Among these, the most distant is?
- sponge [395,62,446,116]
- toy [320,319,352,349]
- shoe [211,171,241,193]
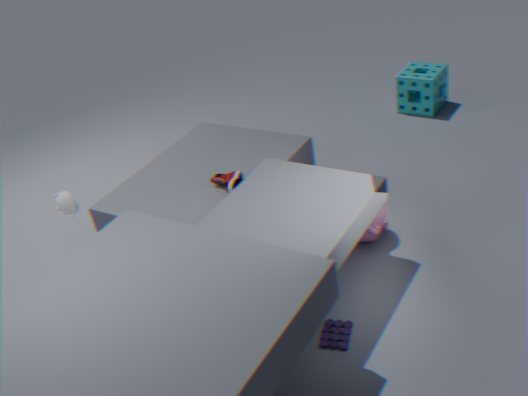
sponge [395,62,446,116]
